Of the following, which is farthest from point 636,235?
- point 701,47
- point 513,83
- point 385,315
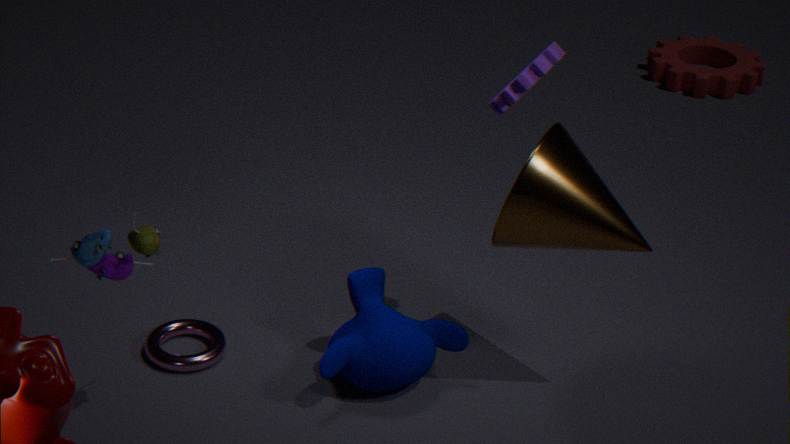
point 701,47
